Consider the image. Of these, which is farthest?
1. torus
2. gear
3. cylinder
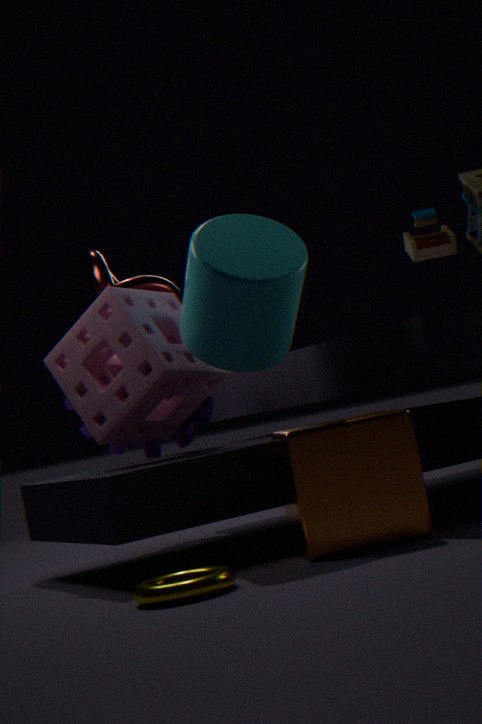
gear
